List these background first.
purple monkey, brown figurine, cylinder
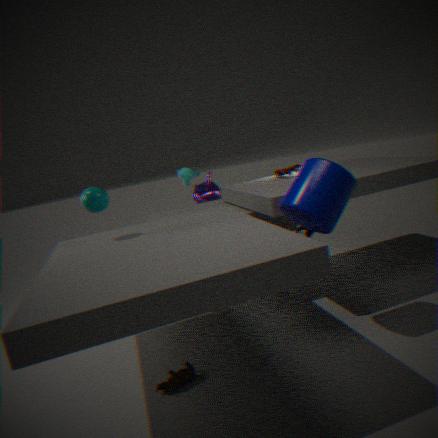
purple monkey < brown figurine < cylinder
